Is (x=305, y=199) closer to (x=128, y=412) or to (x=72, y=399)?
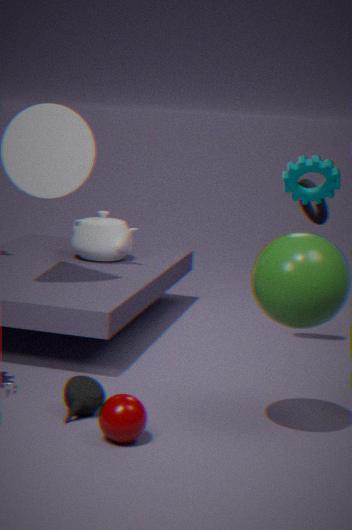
(x=72, y=399)
